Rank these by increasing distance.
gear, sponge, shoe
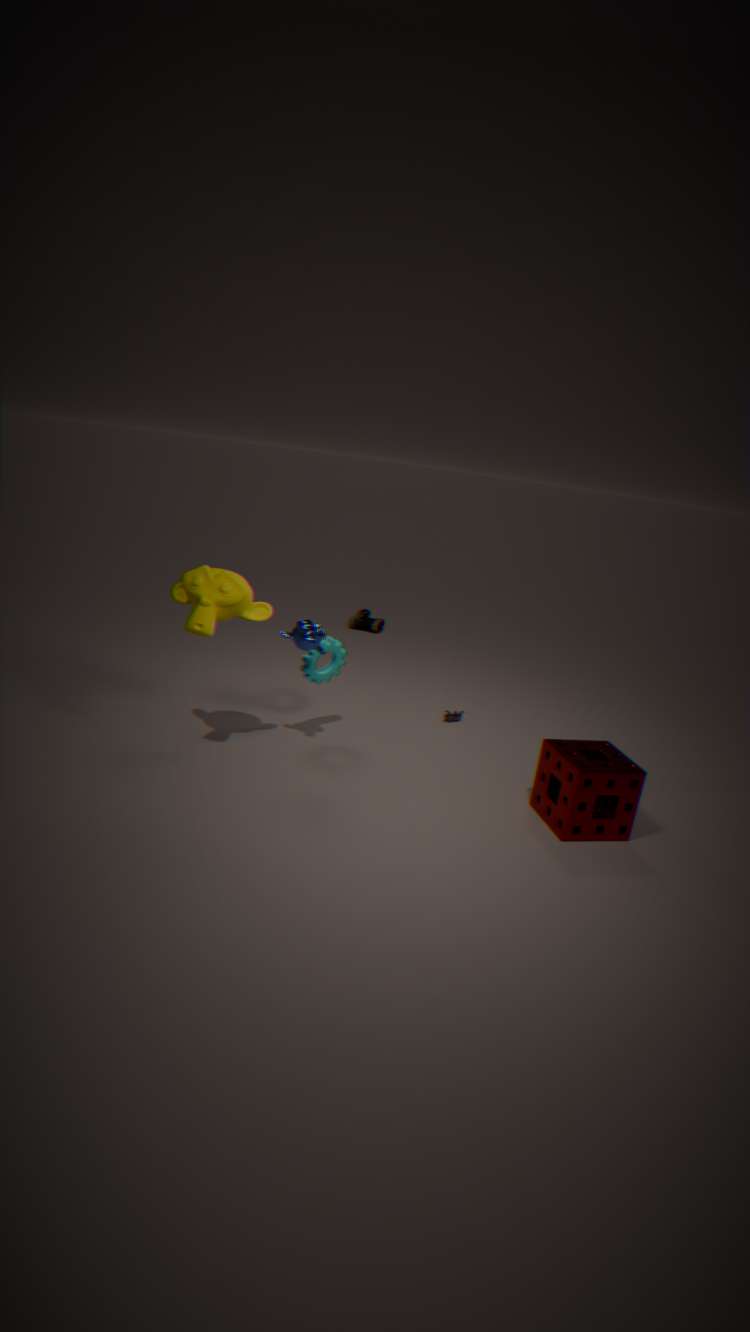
sponge, gear, shoe
